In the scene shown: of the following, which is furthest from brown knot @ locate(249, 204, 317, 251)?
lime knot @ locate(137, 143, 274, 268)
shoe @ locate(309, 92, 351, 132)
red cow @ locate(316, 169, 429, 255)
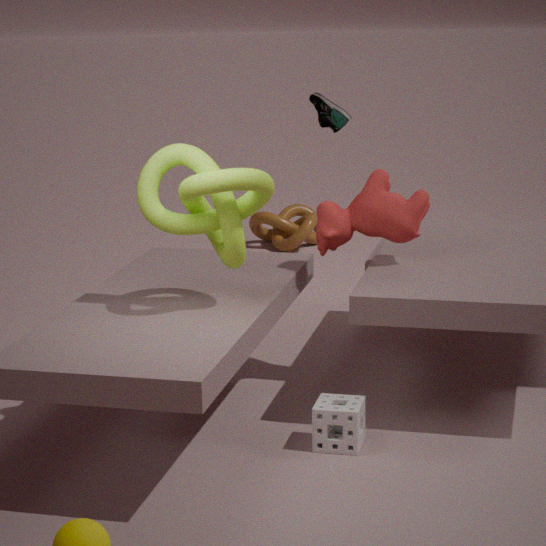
lime knot @ locate(137, 143, 274, 268)
